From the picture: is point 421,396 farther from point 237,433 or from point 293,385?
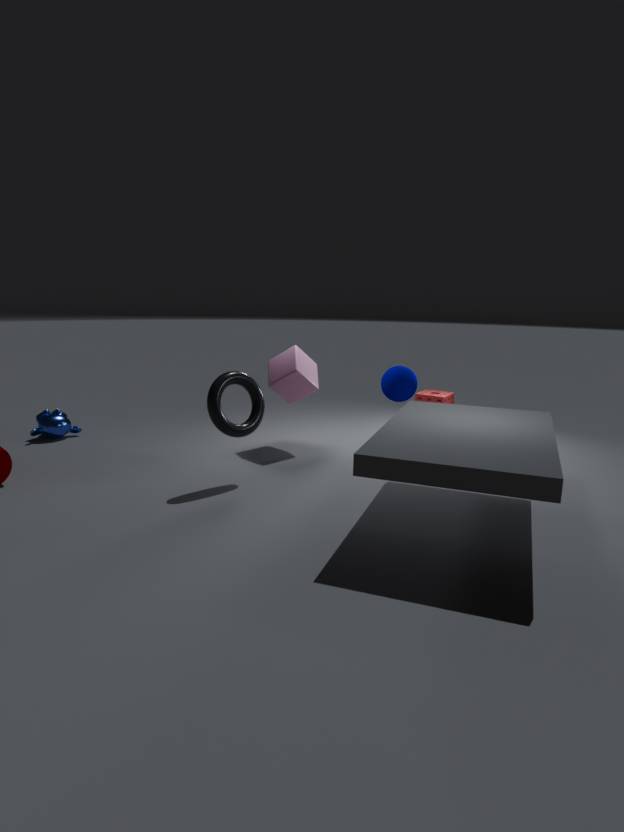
point 237,433
